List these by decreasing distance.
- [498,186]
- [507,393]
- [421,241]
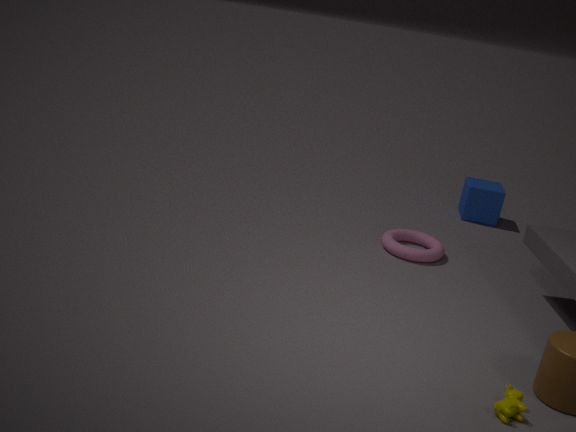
[498,186]
[421,241]
[507,393]
